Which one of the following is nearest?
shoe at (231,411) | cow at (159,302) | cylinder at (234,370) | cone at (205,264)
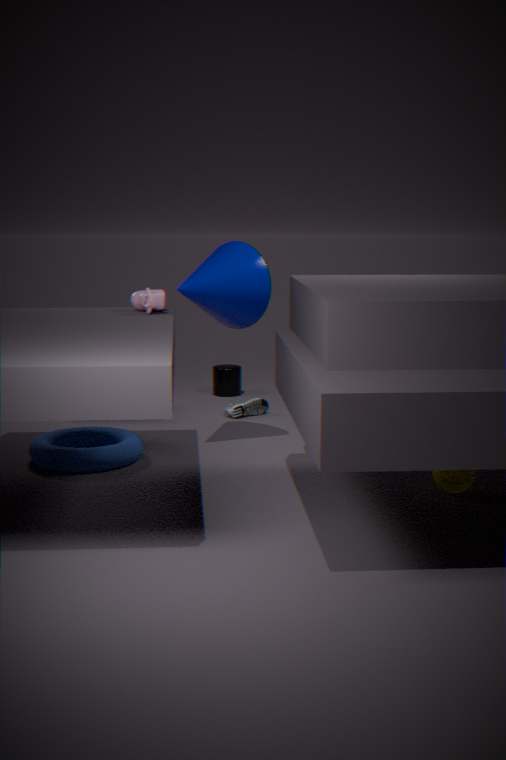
cow at (159,302)
